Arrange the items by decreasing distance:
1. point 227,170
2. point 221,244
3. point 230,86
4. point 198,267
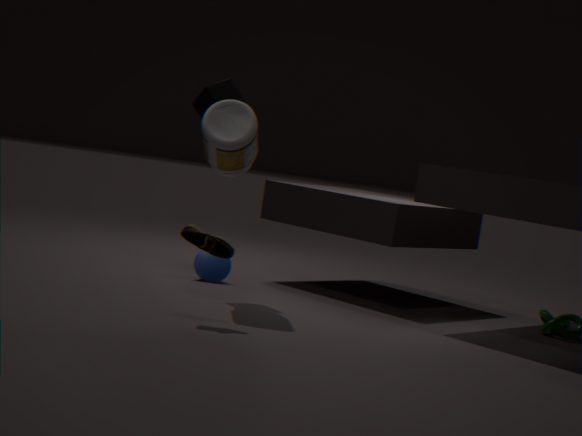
point 198,267
point 230,86
point 227,170
point 221,244
